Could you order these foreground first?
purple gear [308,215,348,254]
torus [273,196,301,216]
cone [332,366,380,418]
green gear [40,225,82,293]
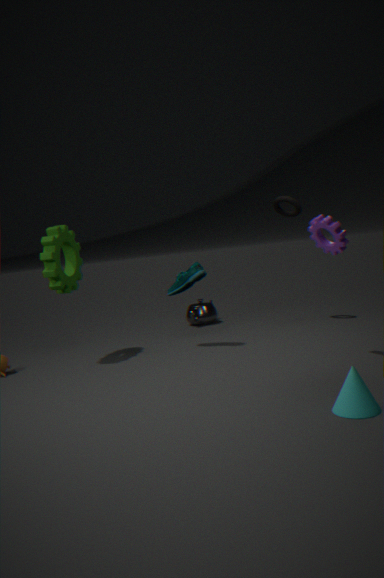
cone [332,366,380,418], purple gear [308,215,348,254], green gear [40,225,82,293], torus [273,196,301,216]
